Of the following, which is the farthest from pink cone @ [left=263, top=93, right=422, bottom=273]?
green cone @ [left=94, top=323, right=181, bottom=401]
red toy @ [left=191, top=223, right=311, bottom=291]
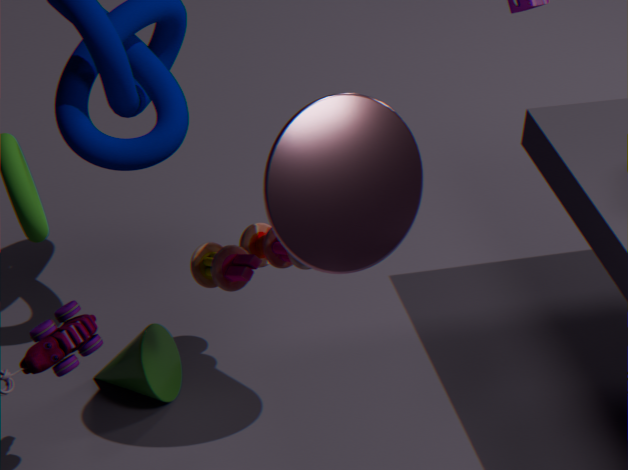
green cone @ [left=94, top=323, right=181, bottom=401]
